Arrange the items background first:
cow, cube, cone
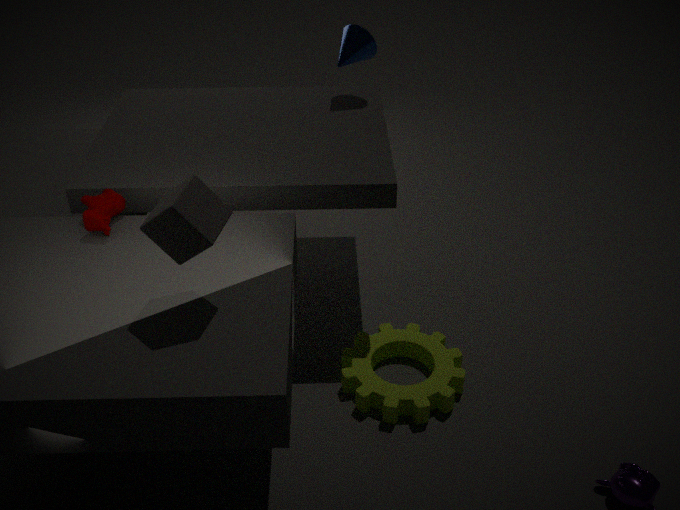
cone, cow, cube
